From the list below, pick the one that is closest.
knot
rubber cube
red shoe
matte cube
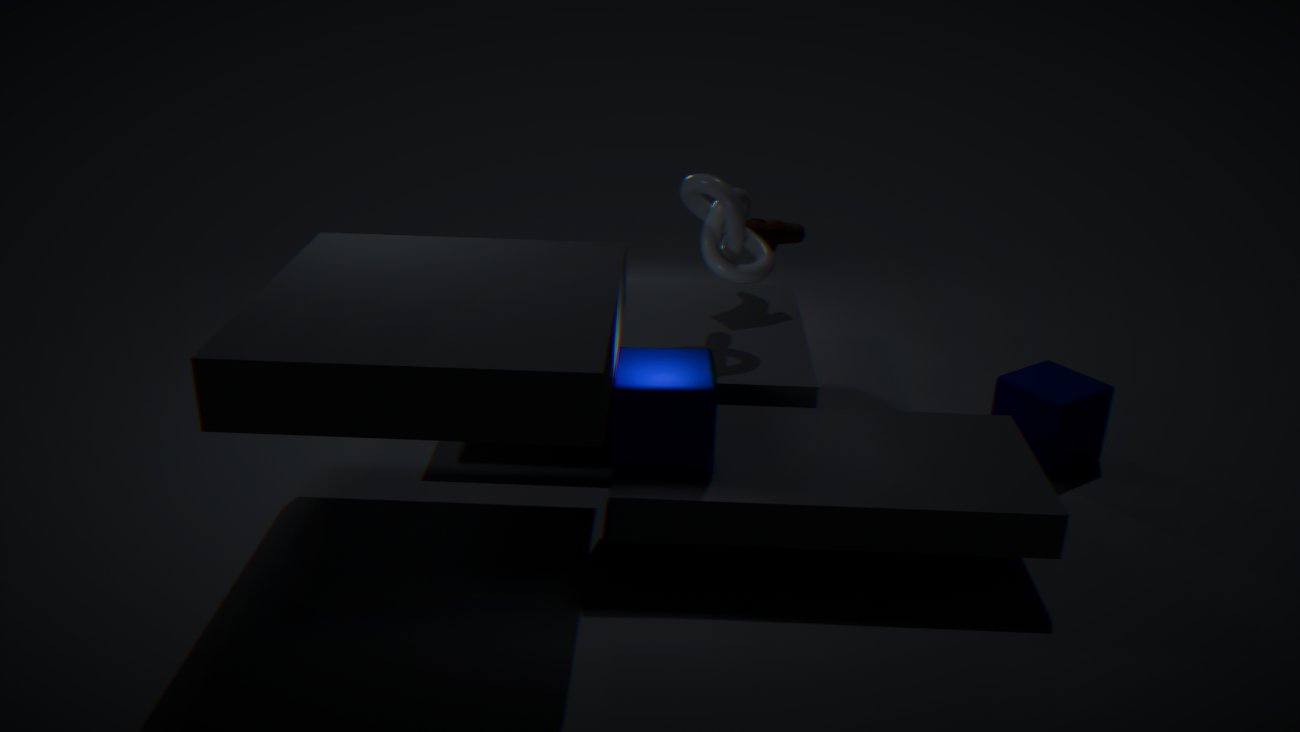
rubber cube
